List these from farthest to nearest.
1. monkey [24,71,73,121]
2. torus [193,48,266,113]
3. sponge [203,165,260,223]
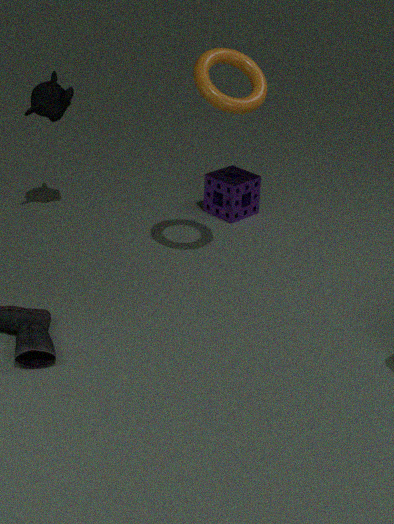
sponge [203,165,260,223]
monkey [24,71,73,121]
torus [193,48,266,113]
